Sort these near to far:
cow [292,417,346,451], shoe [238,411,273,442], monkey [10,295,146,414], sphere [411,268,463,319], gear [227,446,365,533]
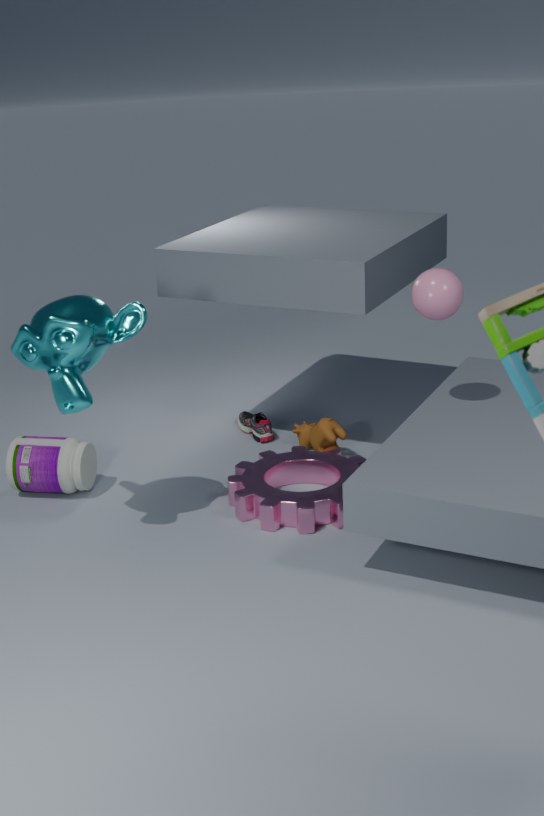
monkey [10,295,146,414] < sphere [411,268,463,319] < gear [227,446,365,533] < cow [292,417,346,451] < shoe [238,411,273,442]
